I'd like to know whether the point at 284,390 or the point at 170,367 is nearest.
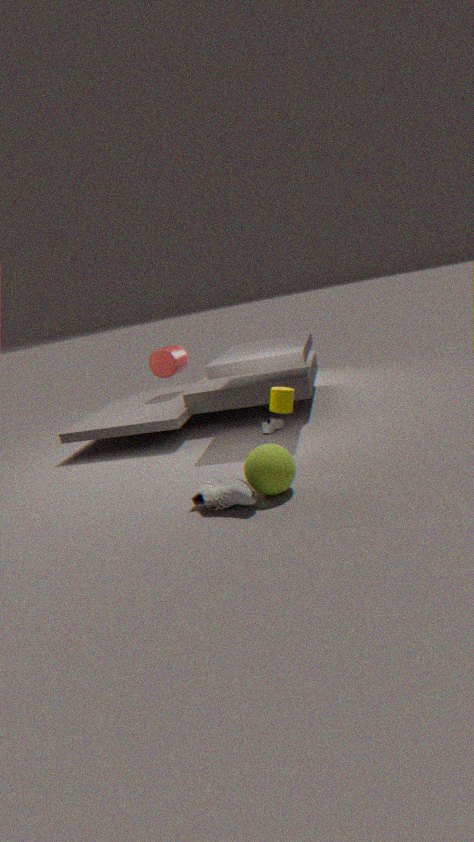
the point at 284,390
